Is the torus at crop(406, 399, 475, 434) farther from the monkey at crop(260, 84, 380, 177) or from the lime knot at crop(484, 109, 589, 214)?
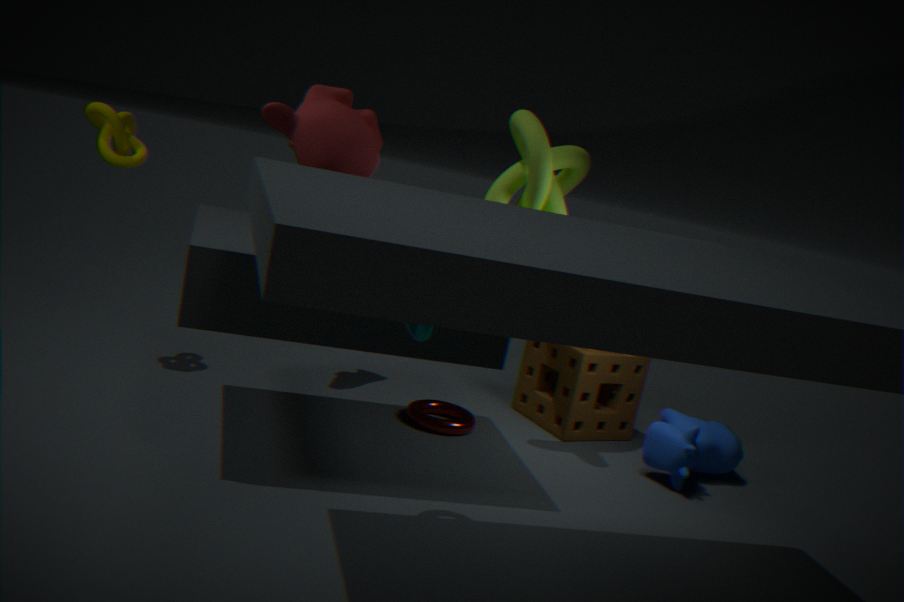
the monkey at crop(260, 84, 380, 177)
